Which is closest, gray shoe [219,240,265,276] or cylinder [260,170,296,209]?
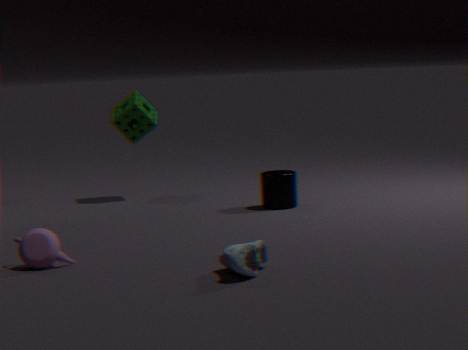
gray shoe [219,240,265,276]
